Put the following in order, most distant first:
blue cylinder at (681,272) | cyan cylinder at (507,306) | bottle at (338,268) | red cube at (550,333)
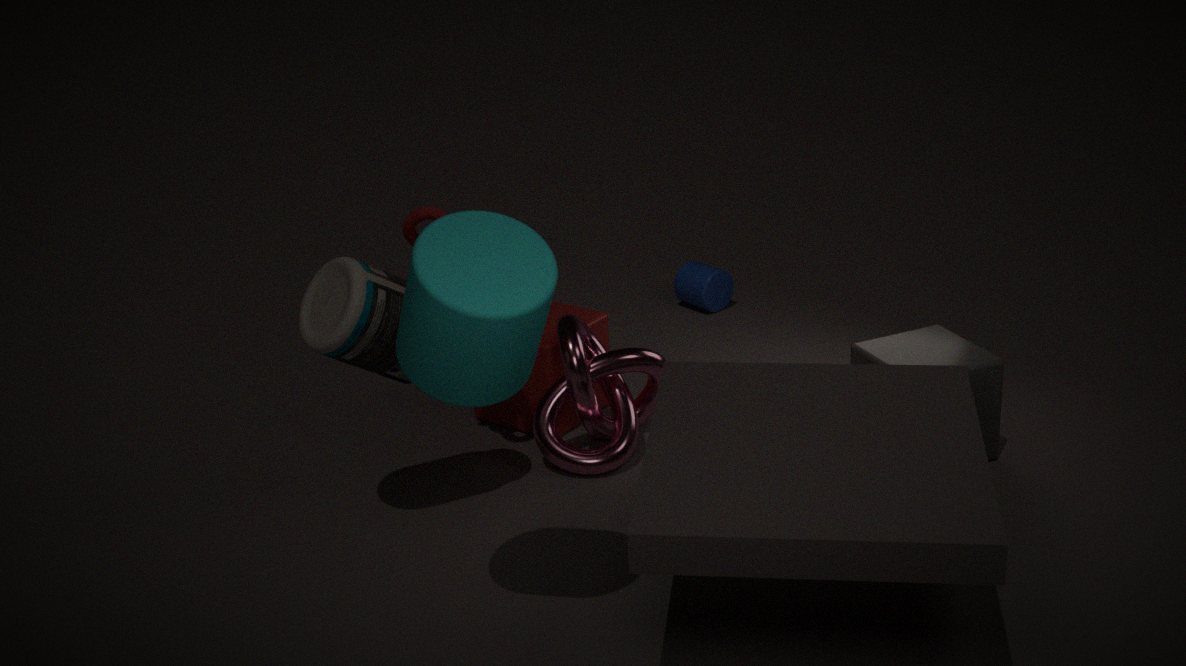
blue cylinder at (681,272), red cube at (550,333), bottle at (338,268), cyan cylinder at (507,306)
